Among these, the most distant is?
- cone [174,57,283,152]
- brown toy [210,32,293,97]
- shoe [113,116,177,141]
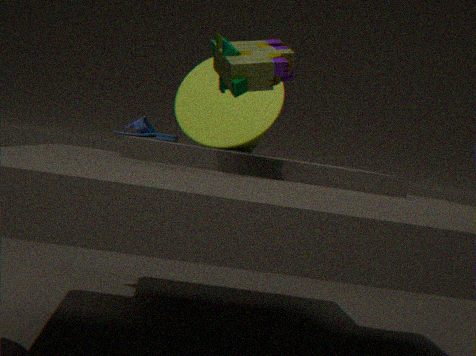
shoe [113,116,177,141]
